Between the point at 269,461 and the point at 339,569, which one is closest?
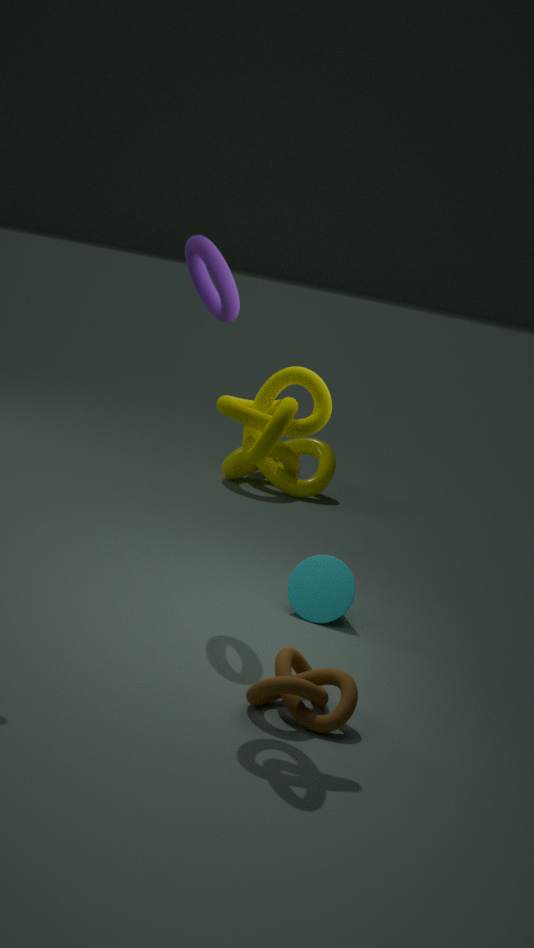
the point at 339,569
